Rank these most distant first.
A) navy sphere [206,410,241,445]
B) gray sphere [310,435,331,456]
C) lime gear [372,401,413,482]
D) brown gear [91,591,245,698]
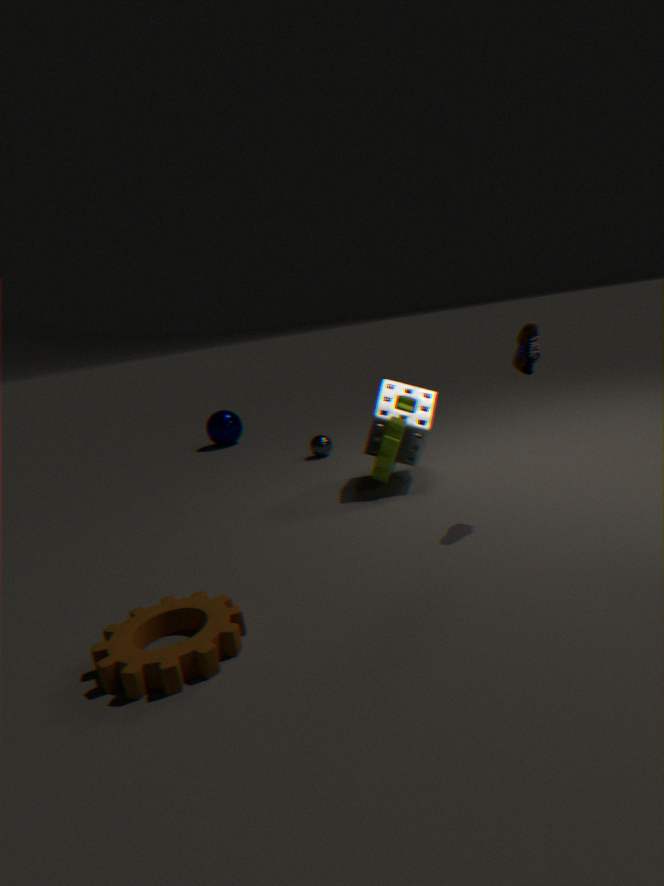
navy sphere [206,410,241,445] → gray sphere [310,435,331,456] → lime gear [372,401,413,482] → brown gear [91,591,245,698]
